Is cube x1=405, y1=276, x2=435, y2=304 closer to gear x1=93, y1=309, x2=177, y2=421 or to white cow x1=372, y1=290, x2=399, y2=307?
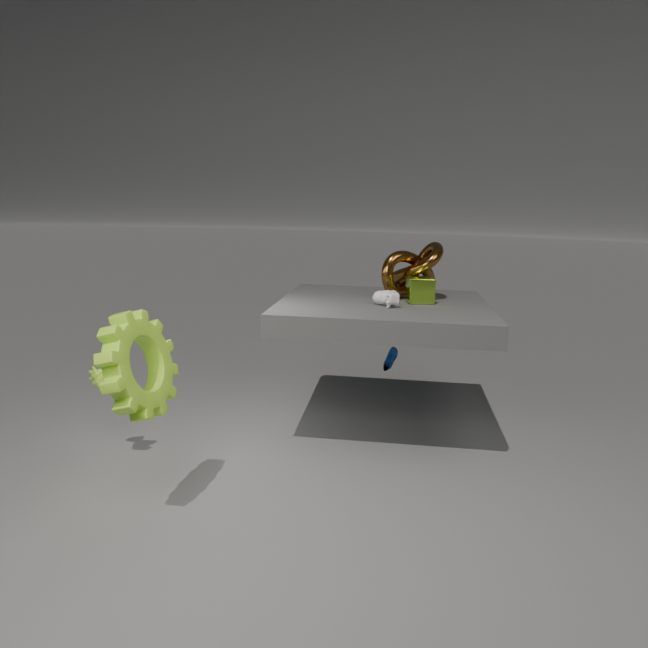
white cow x1=372, y1=290, x2=399, y2=307
